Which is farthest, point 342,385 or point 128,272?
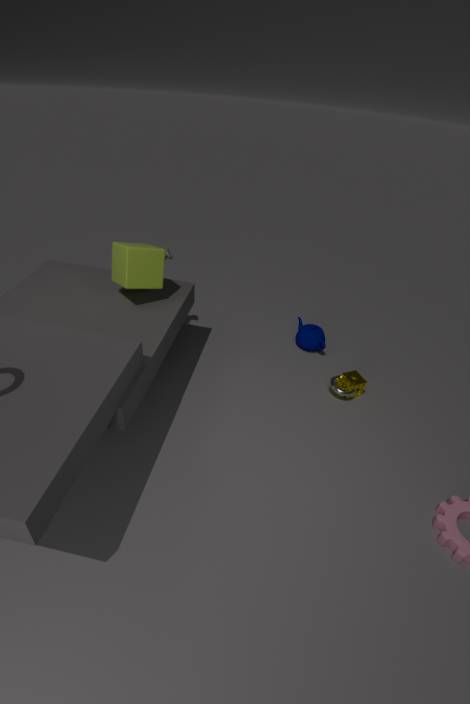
point 342,385
